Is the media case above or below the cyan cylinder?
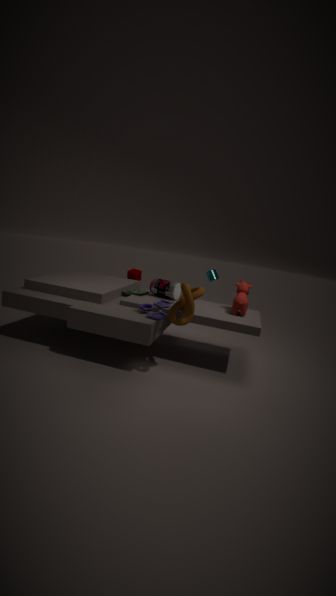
below
